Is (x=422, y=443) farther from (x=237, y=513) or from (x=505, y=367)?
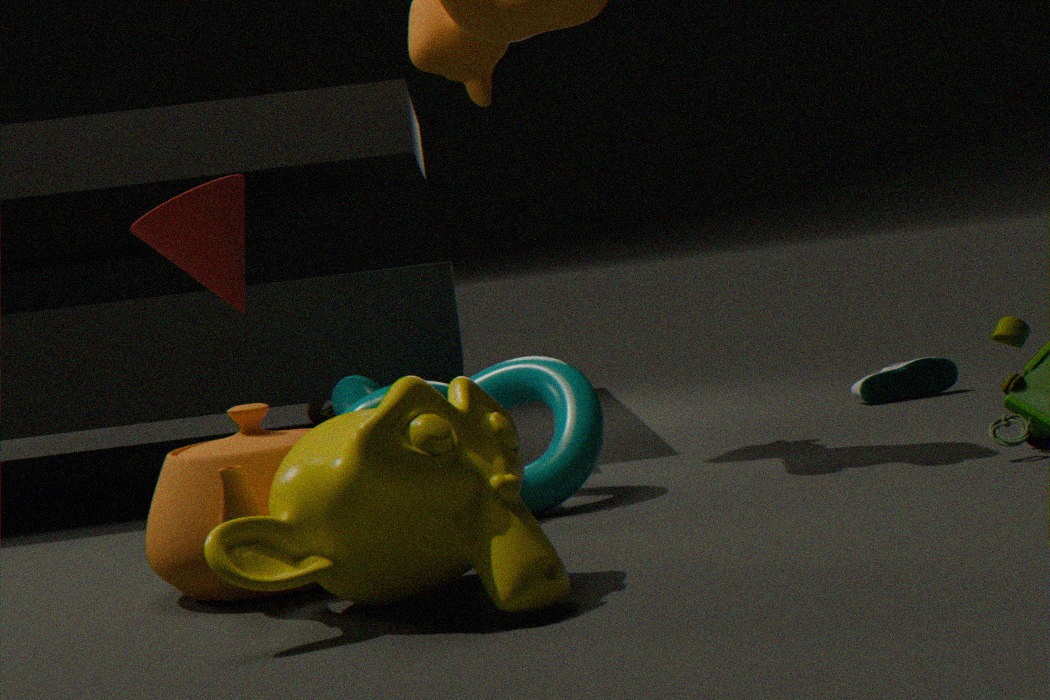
(x=505, y=367)
